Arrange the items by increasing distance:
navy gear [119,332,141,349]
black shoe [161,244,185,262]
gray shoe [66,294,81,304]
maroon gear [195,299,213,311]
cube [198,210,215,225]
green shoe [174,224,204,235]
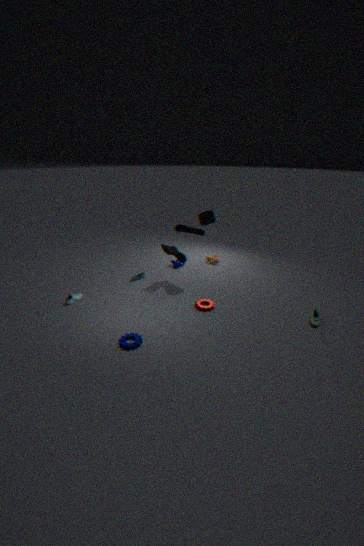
navy gear [119,332,141,349]
maroon gear [195,299,213,311]
gray shoe [66,294,81,304]
cube [198,210,215,225]
green shoe [174,224,204,235]
black shoe [161,244,185,262]
